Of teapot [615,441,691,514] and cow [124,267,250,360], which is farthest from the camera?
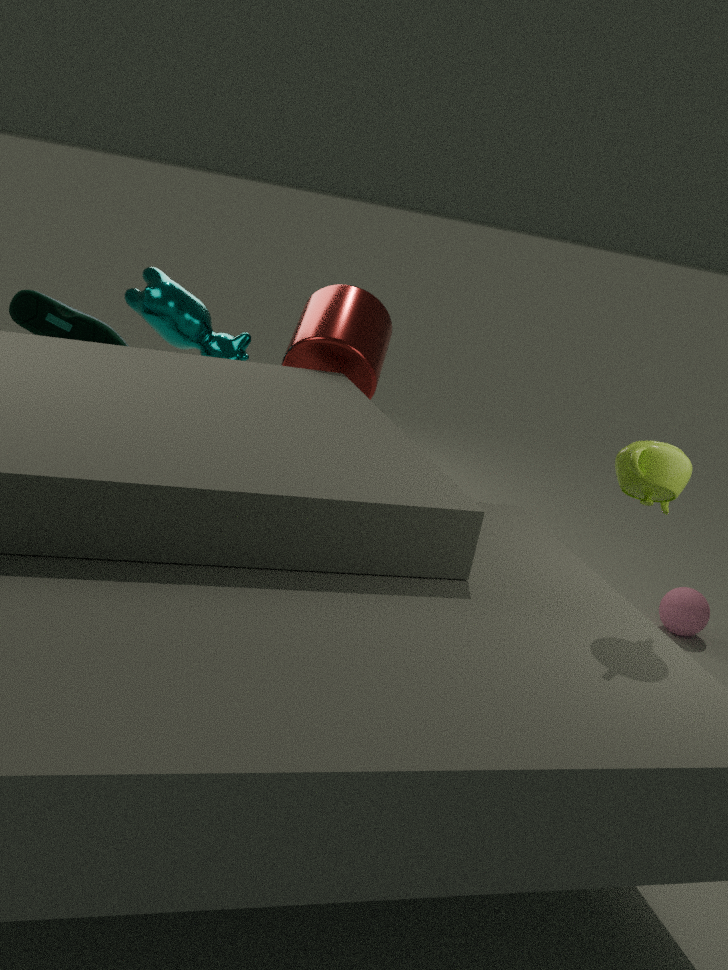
cow [124,267,250,360]
